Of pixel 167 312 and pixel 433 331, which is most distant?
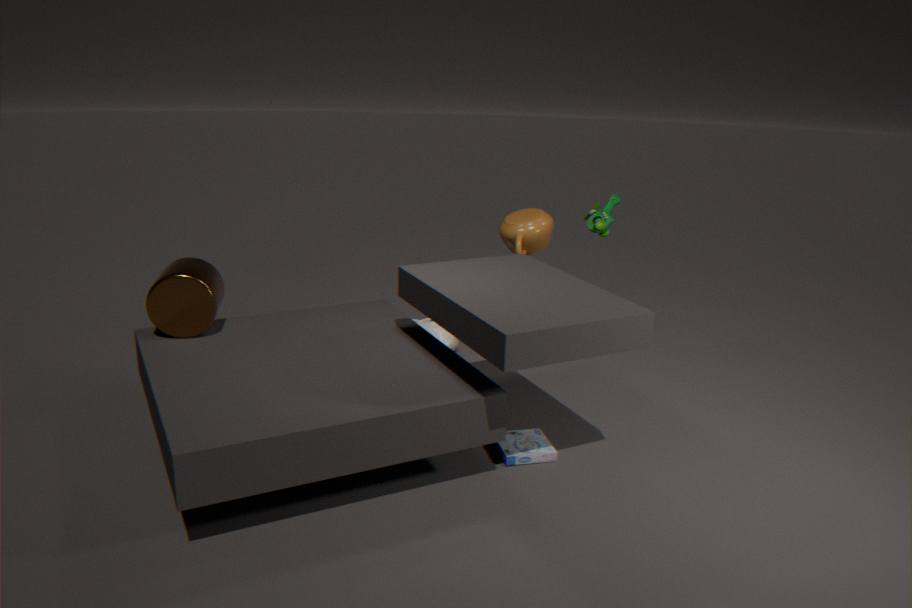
pixel 433 331
